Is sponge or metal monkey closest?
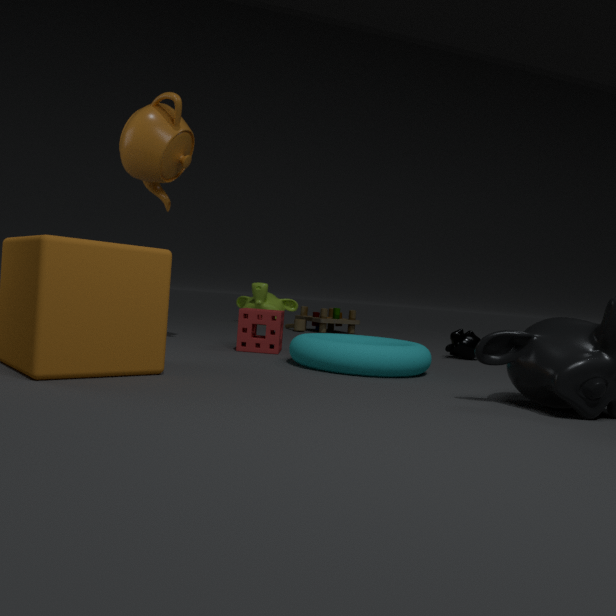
sponge
